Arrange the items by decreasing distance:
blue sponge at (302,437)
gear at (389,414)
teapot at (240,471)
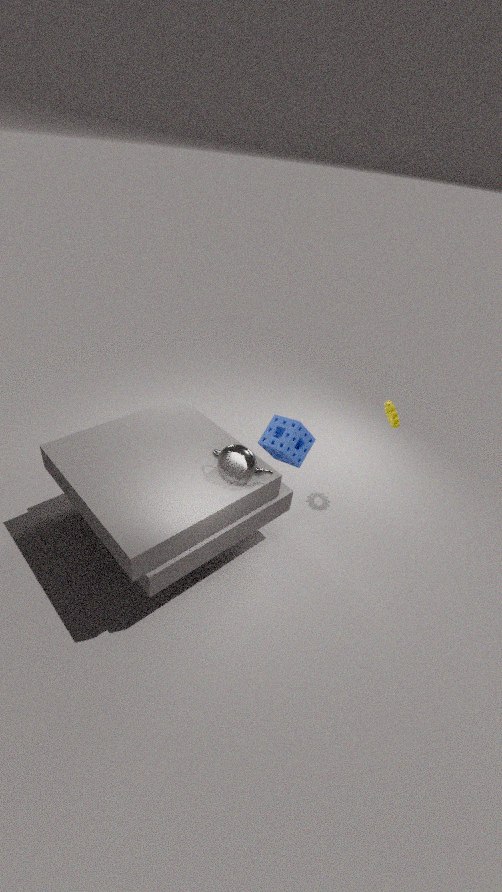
blue sponge at (302,437)
gear at (389,414)
teapot at (240,471)
